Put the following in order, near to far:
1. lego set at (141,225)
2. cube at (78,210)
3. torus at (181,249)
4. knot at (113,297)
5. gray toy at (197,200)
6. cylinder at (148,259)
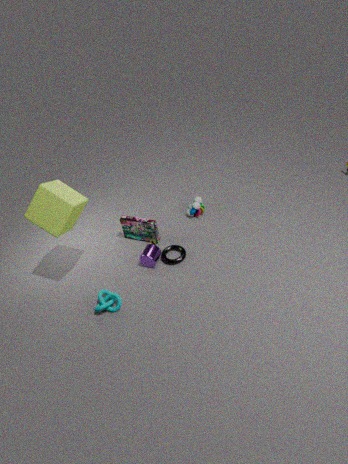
cube at (78,210) → knot at (113,297) → cylinder at (148,259) → torus at (181,249) → lego set at (141,225) → gray toy at (197,200)
